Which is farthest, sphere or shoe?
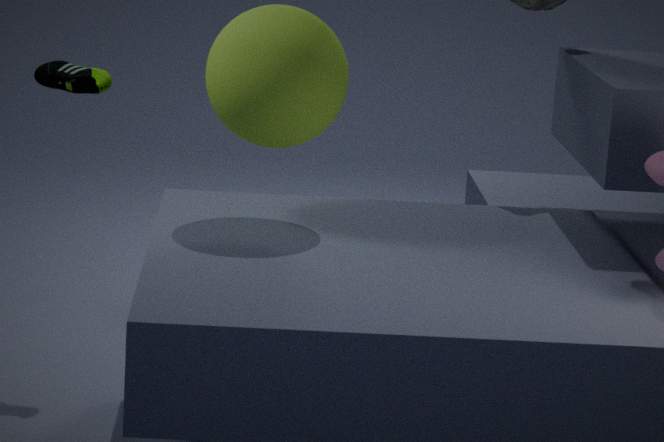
shoe
